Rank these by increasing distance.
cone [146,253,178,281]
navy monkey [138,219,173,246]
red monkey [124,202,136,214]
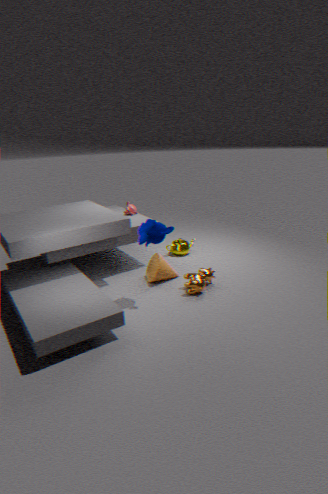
navy monkey [138,219,173,246] < cone [146,253,178,281] < red monkey [124,202,136,214]
